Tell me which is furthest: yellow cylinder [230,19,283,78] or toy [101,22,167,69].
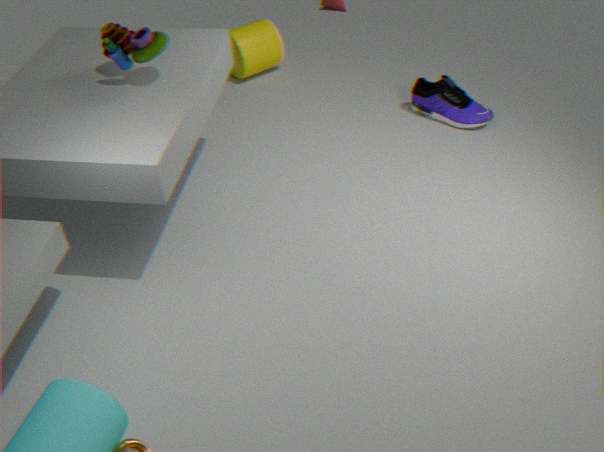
yellow cylinder [230,19,283,78]
